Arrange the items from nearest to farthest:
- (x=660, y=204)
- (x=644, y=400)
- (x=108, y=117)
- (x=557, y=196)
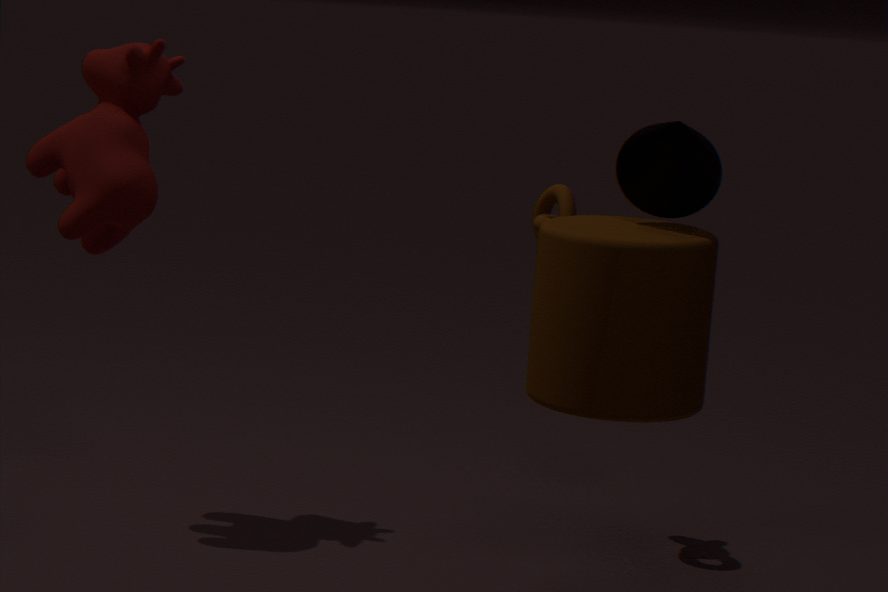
1. (x=644, y=400)
2. (x=660, y=204)
3. (x=108, y=117)
4. (x=557, y=196)
